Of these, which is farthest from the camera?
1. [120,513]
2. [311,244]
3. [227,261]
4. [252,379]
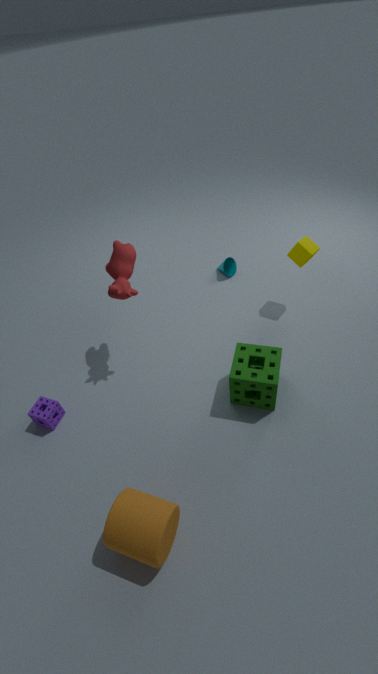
[227,261]
